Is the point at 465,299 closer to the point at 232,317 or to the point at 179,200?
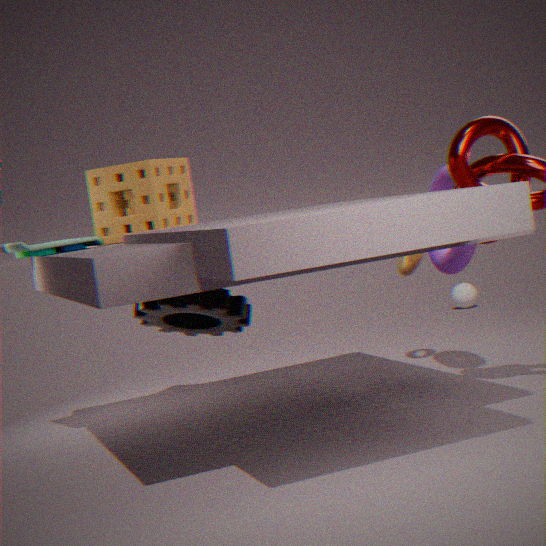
the point at 232,317
